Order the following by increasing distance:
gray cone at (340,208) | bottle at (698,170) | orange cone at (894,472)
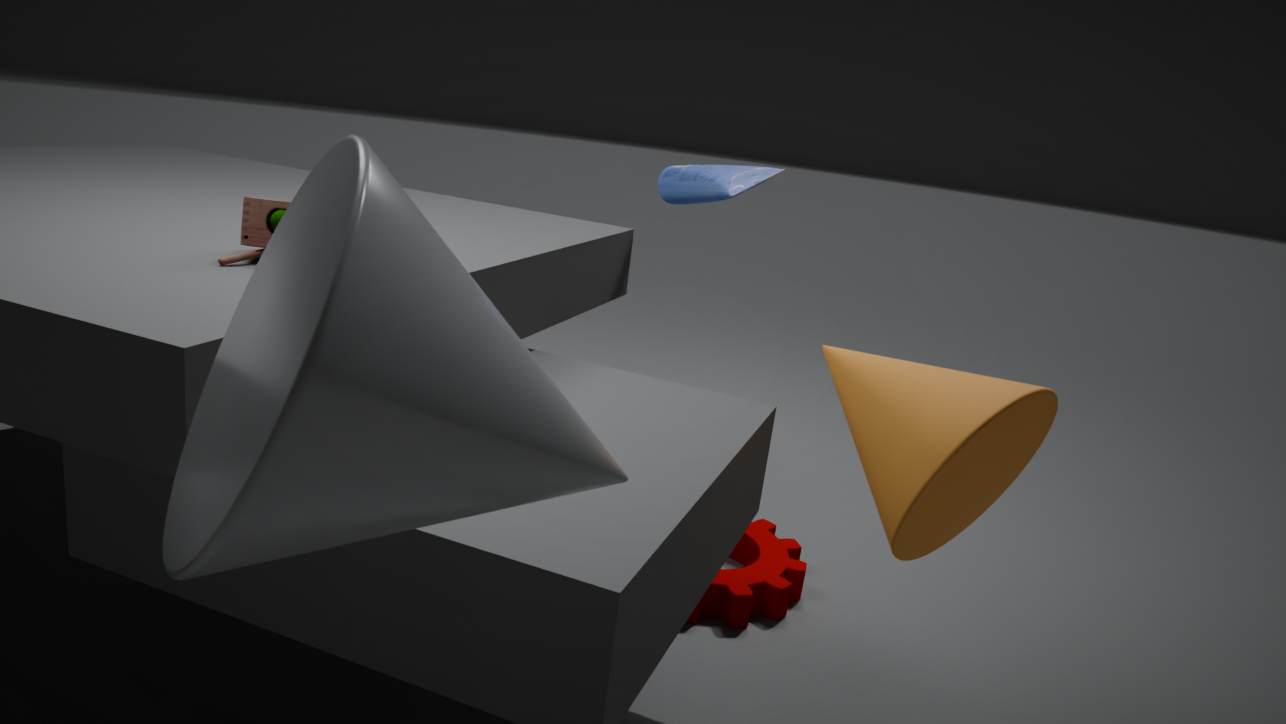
gray cone at (340,208), orange cone at (894,472), bottle at (698,170)
